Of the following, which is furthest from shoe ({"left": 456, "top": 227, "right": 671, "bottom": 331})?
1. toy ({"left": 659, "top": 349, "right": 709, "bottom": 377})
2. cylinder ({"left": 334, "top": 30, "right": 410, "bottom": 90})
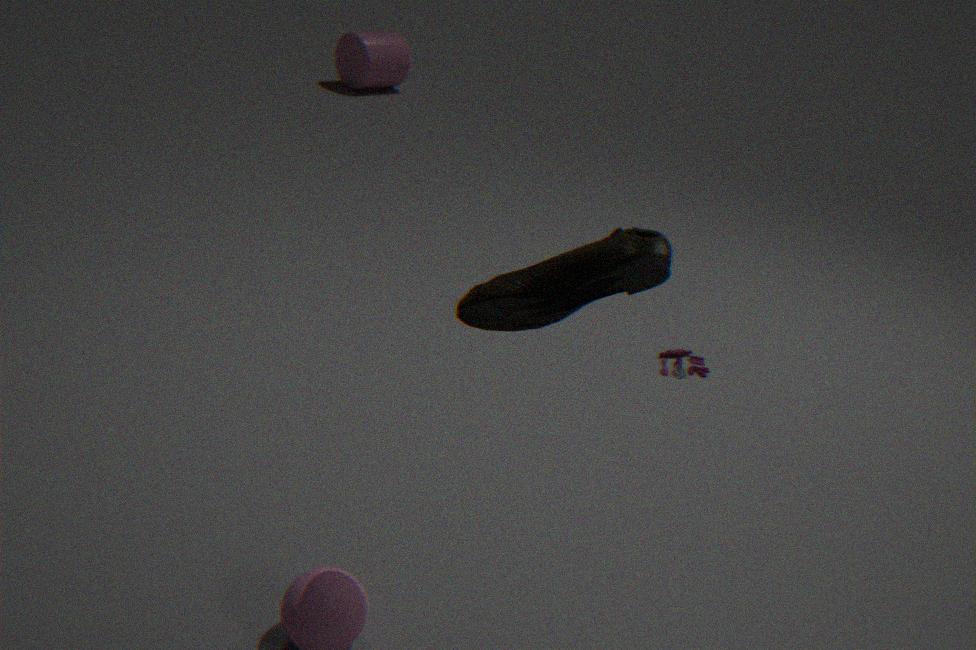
cylinder ({"left": 334, "top": 30, "right": 410, "bottom": 90})
